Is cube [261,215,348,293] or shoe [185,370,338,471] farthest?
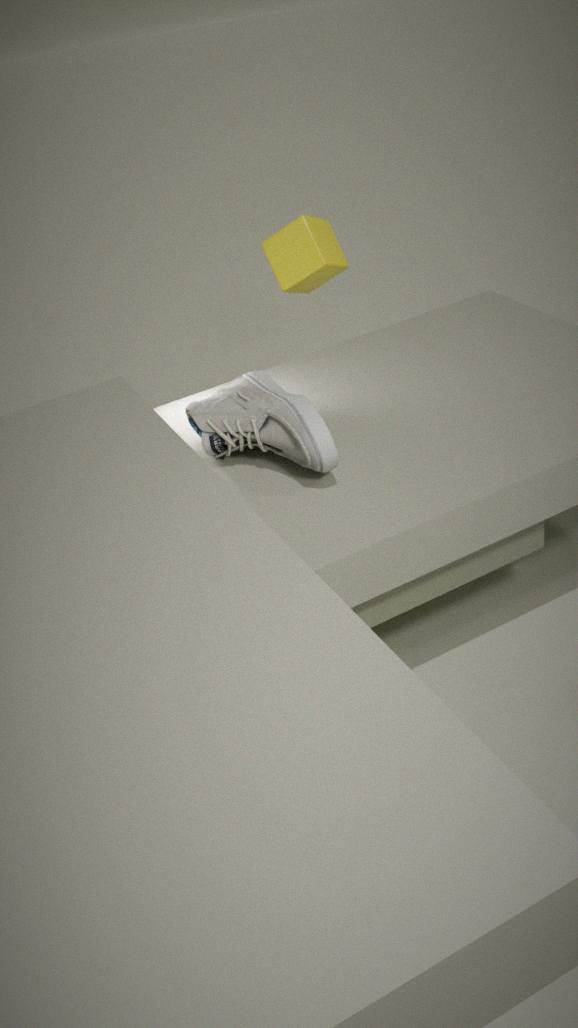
cube [261,215,348,293]
